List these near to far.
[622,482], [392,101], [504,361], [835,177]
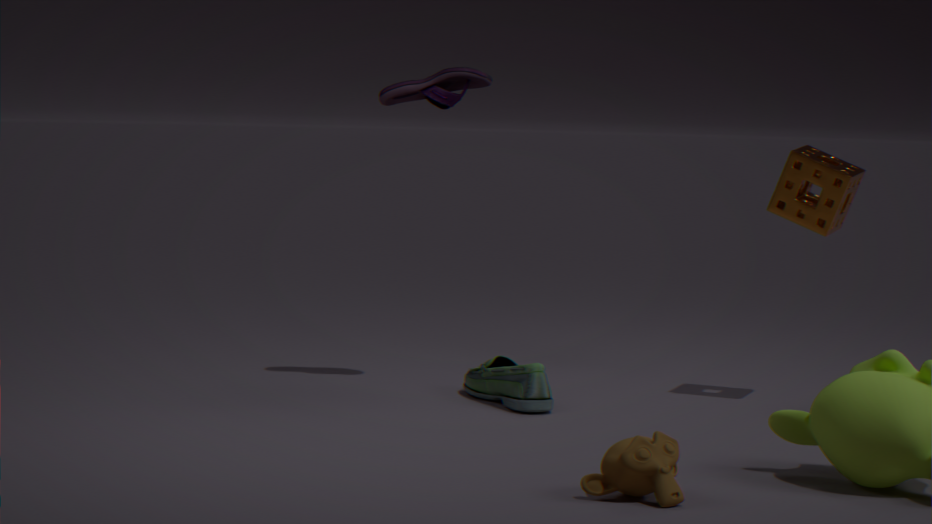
[622,482], [835,177], [504,361], [392,101]
